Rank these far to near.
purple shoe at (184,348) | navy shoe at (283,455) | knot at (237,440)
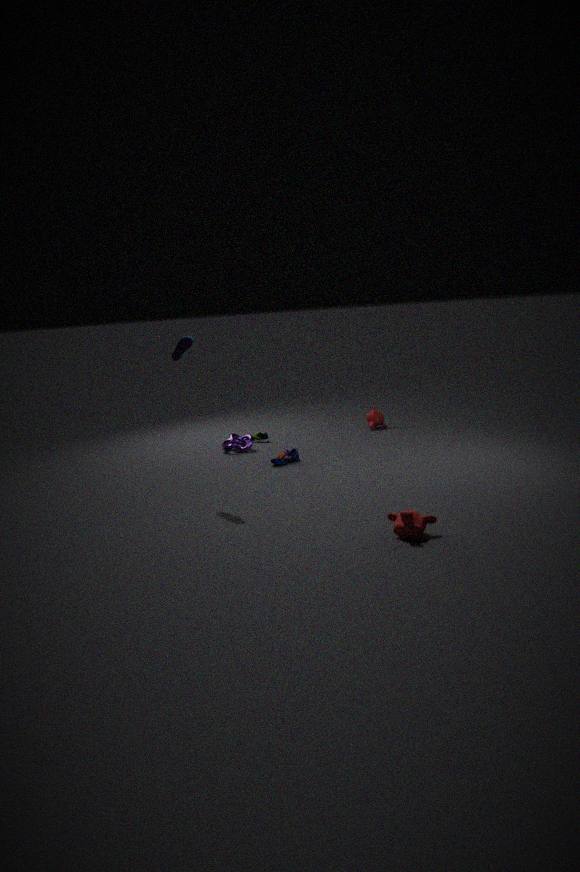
knot at (237,440)
navy shoe at (283,455)
purple shoe at (184,348)
